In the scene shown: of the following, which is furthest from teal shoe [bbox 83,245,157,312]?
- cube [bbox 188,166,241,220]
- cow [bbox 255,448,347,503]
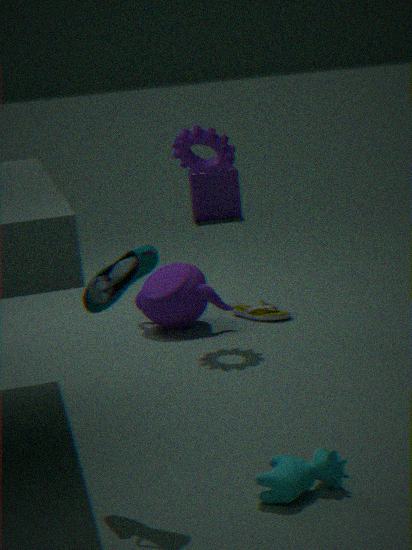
cube [bbox 188,166,241,220]
